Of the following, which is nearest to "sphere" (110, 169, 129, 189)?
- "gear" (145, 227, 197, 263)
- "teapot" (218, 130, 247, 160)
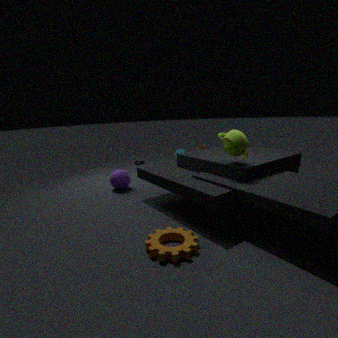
"gear" (145, 227, 197, 263)
